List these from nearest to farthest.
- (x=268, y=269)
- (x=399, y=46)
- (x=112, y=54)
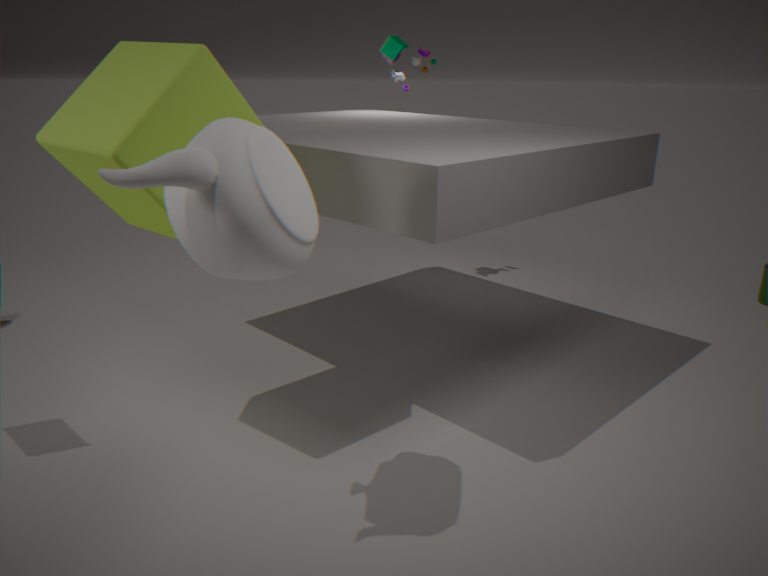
1. (x=268, y=269)
2. (x=112, y=54)
3. (x=399, y=46)
